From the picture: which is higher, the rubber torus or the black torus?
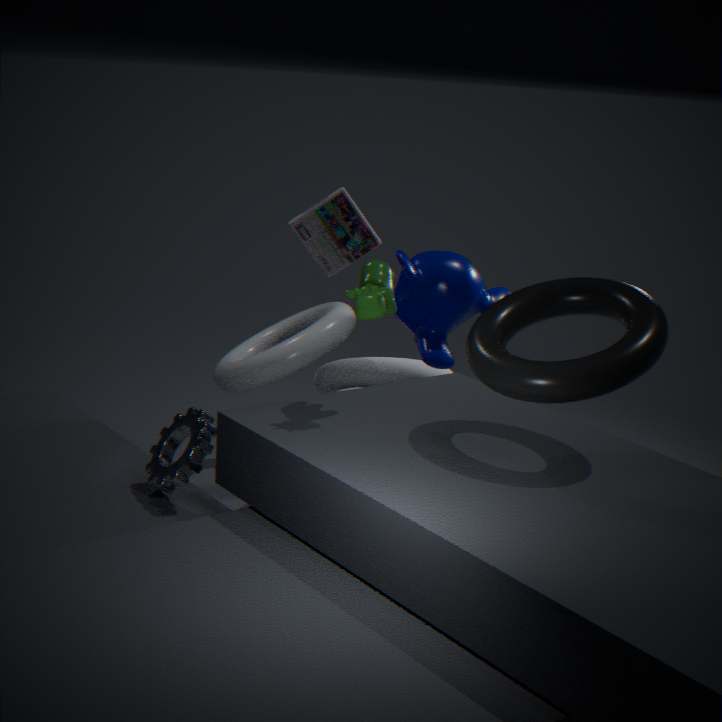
the black torus
